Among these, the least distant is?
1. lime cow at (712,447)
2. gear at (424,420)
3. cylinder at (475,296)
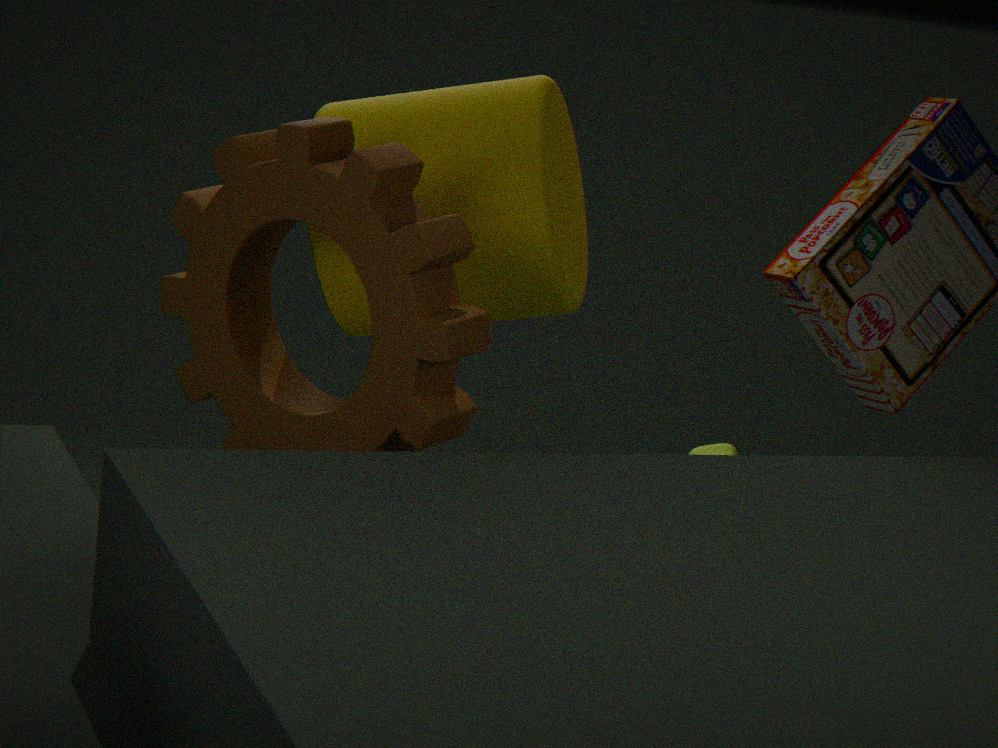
gear at (424,420)
